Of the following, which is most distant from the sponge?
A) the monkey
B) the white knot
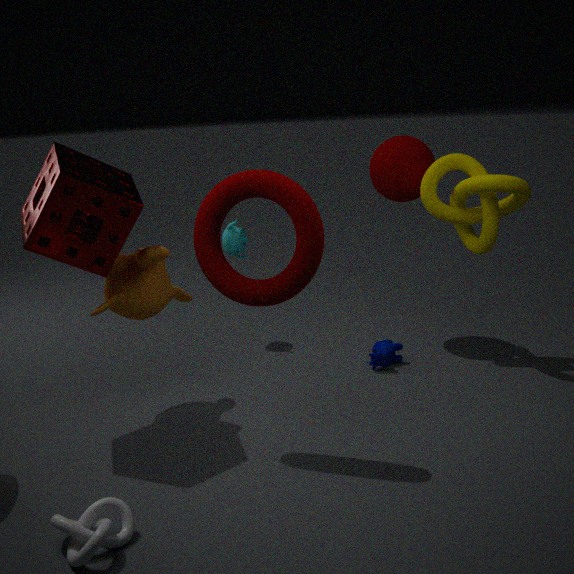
the white knot
